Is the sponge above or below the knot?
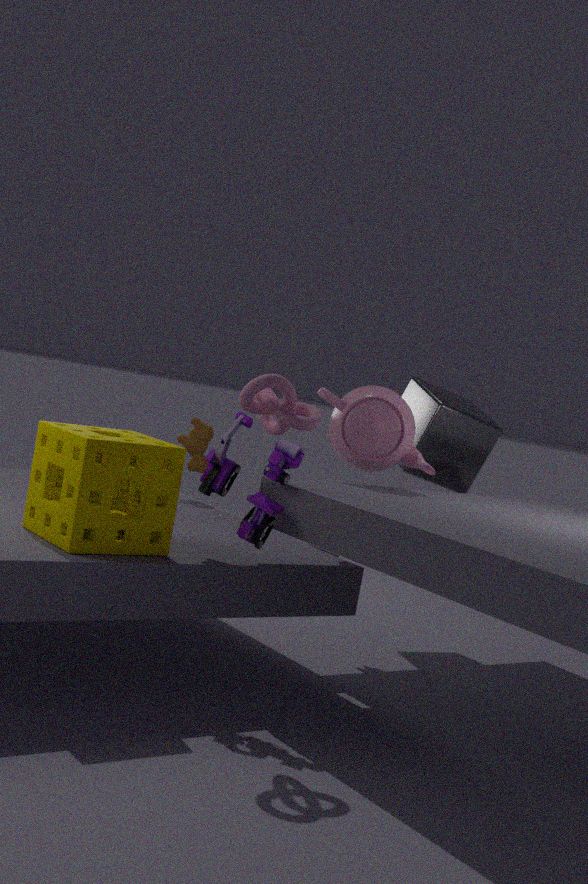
below
